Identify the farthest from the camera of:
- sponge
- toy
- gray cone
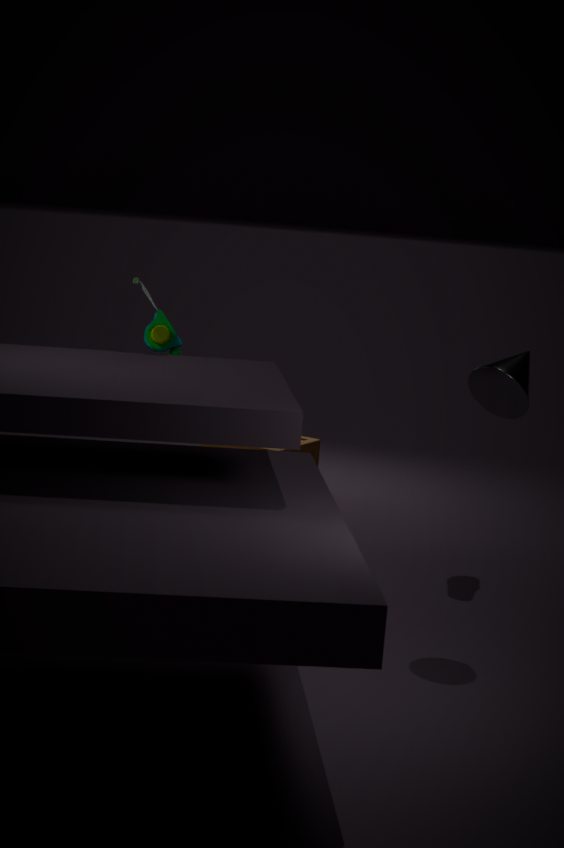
sponge
